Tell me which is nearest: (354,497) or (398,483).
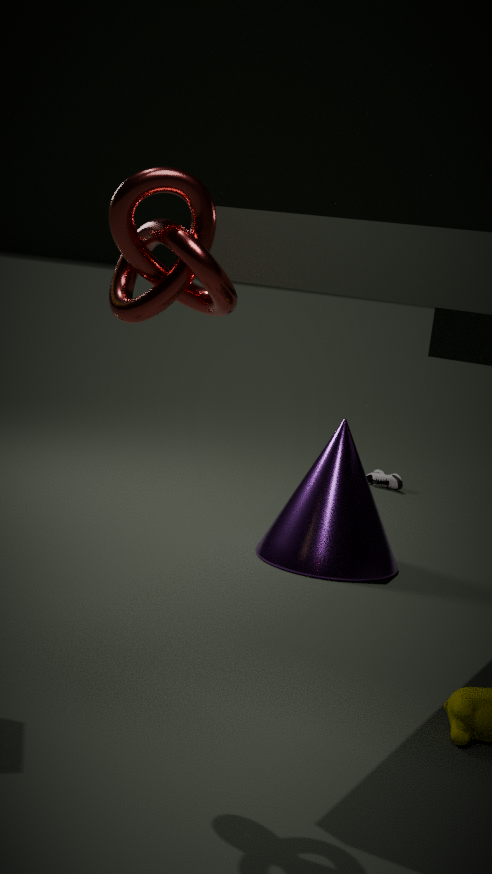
(354,497)
